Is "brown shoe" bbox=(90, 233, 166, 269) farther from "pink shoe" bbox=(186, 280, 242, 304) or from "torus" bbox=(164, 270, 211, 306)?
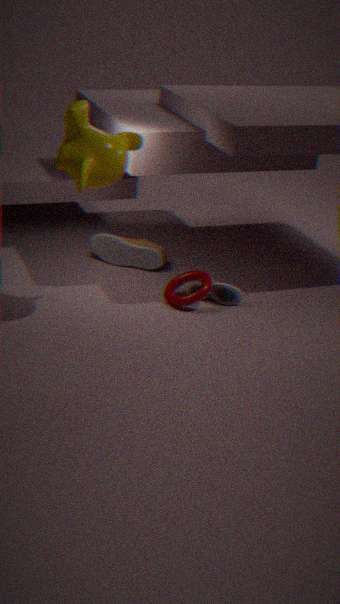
"pink shoe" bbox=(186, 280, 242, 304)
